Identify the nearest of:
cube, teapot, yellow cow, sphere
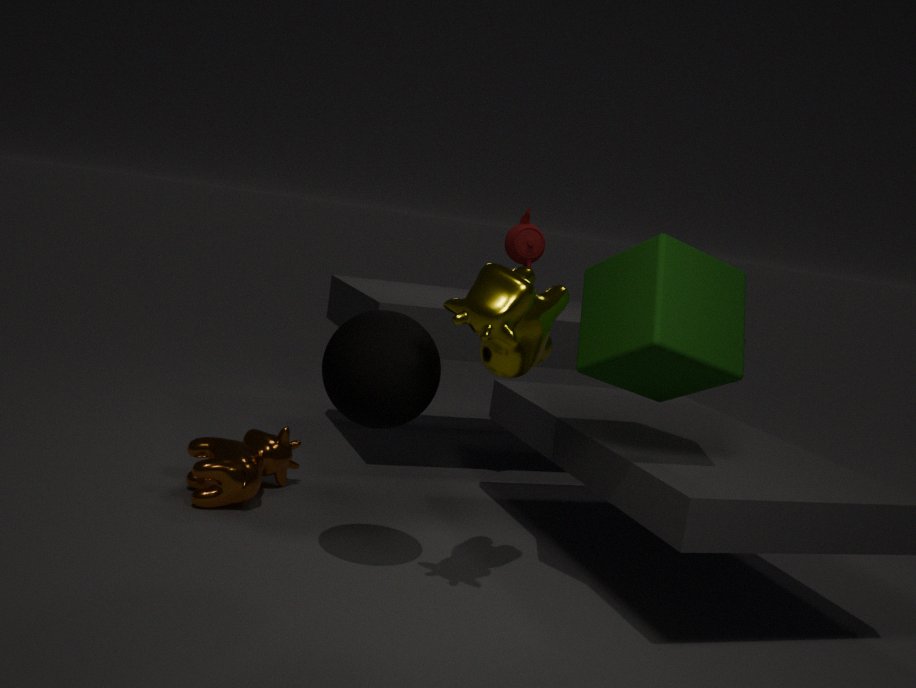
yellow cow
